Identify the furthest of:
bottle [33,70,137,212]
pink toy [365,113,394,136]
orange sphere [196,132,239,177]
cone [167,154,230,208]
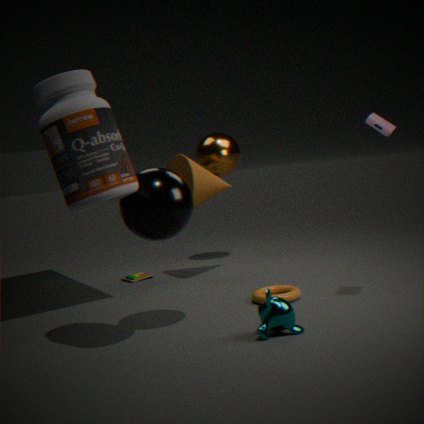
orange sphere [196,132,239,177]
